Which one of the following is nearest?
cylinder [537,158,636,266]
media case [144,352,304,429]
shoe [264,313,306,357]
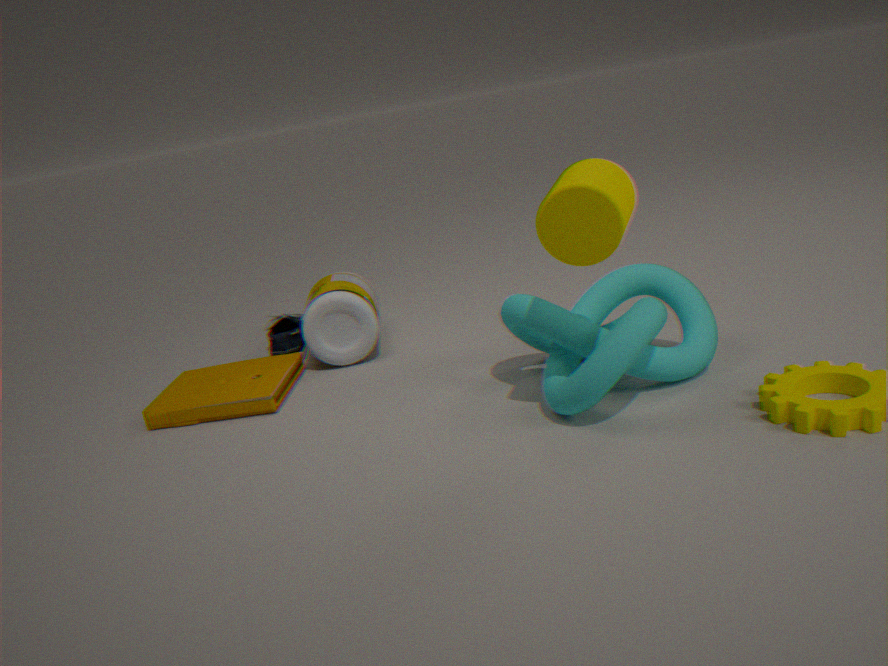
cylinder [537,158,636,266]
